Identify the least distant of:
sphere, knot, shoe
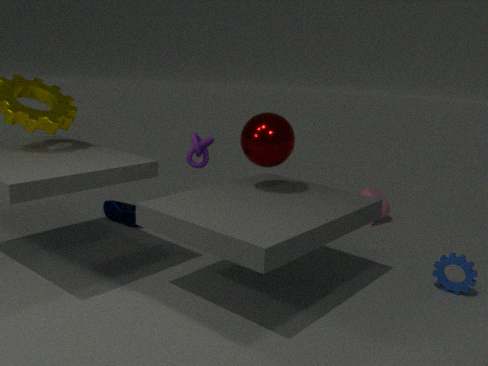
sphere
